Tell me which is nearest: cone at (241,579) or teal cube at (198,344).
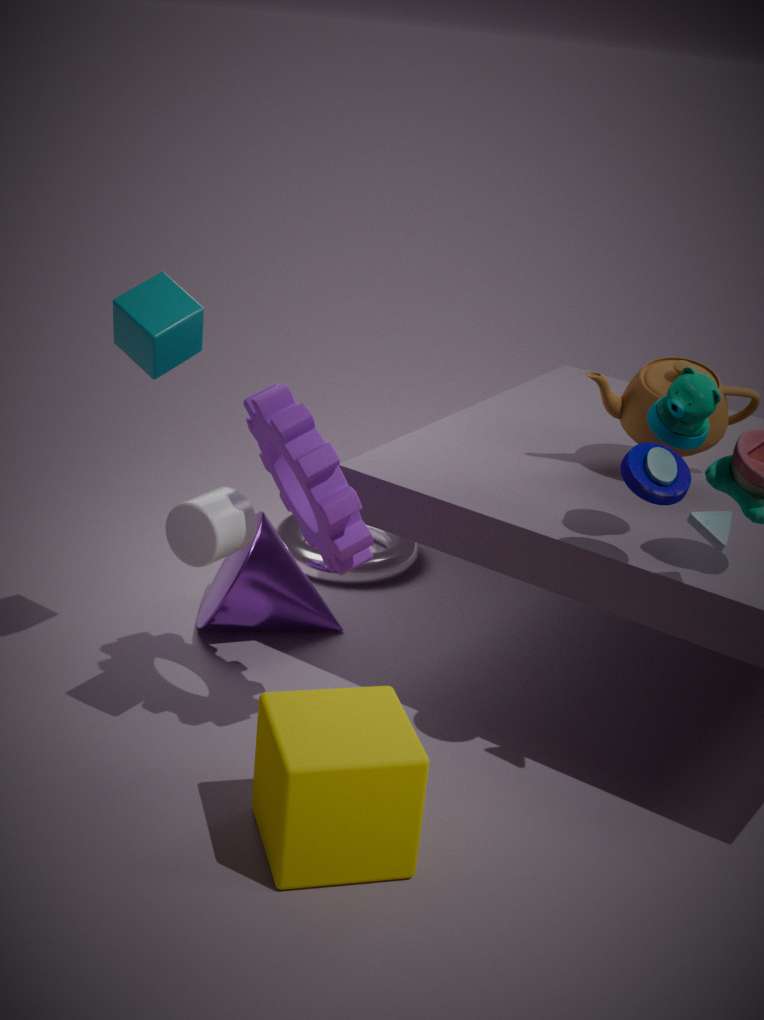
teal cube at (198,344)
